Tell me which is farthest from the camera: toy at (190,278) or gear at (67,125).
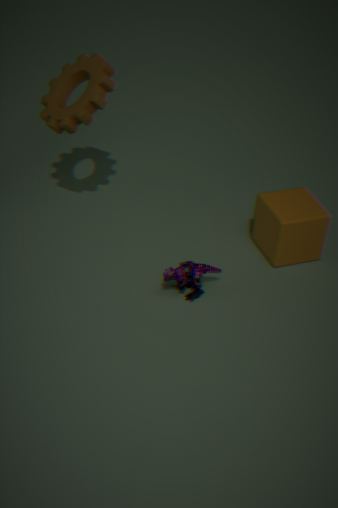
gear at (67,125)
